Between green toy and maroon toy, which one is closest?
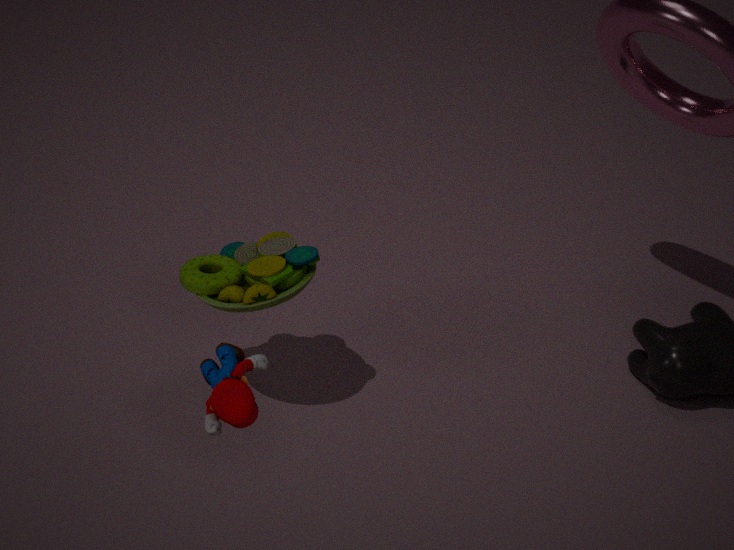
maroon toy
